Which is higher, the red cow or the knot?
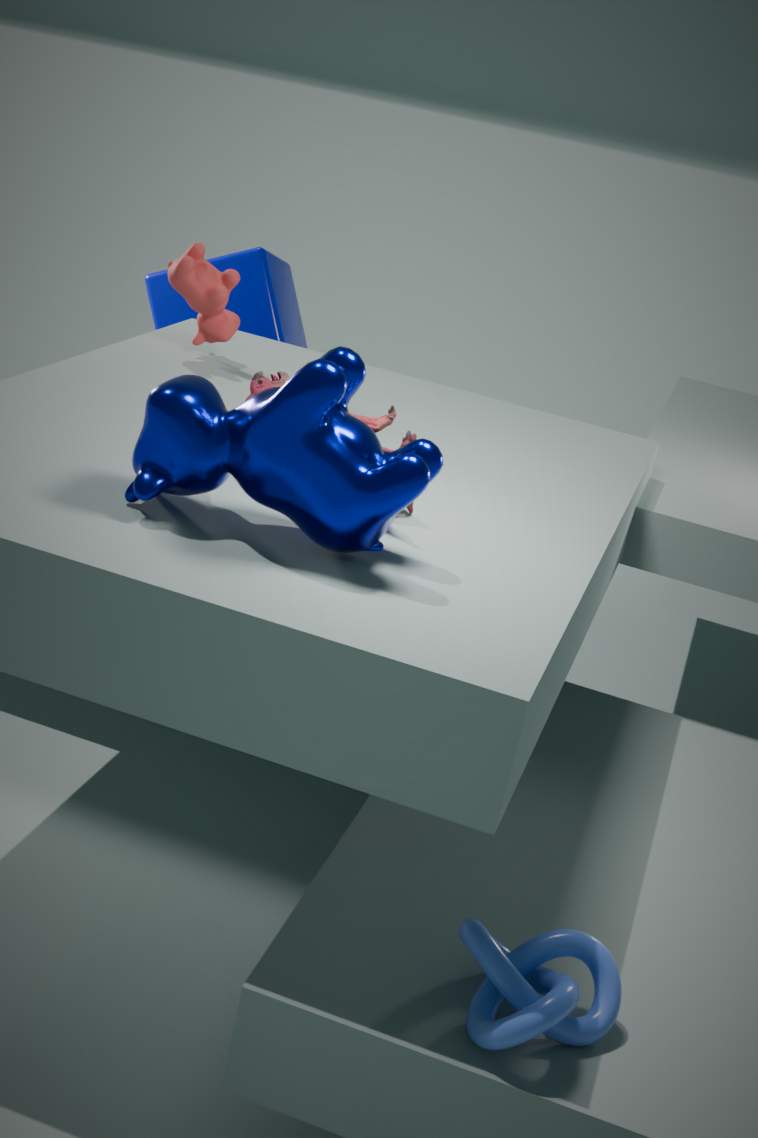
the red cow
